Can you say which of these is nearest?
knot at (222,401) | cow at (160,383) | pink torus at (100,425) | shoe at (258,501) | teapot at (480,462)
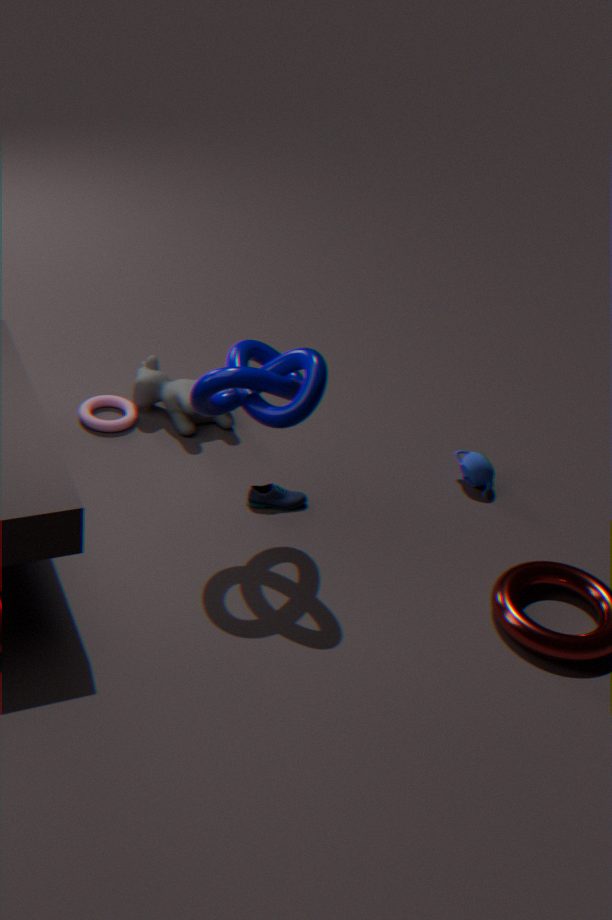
knot at (222,401)
